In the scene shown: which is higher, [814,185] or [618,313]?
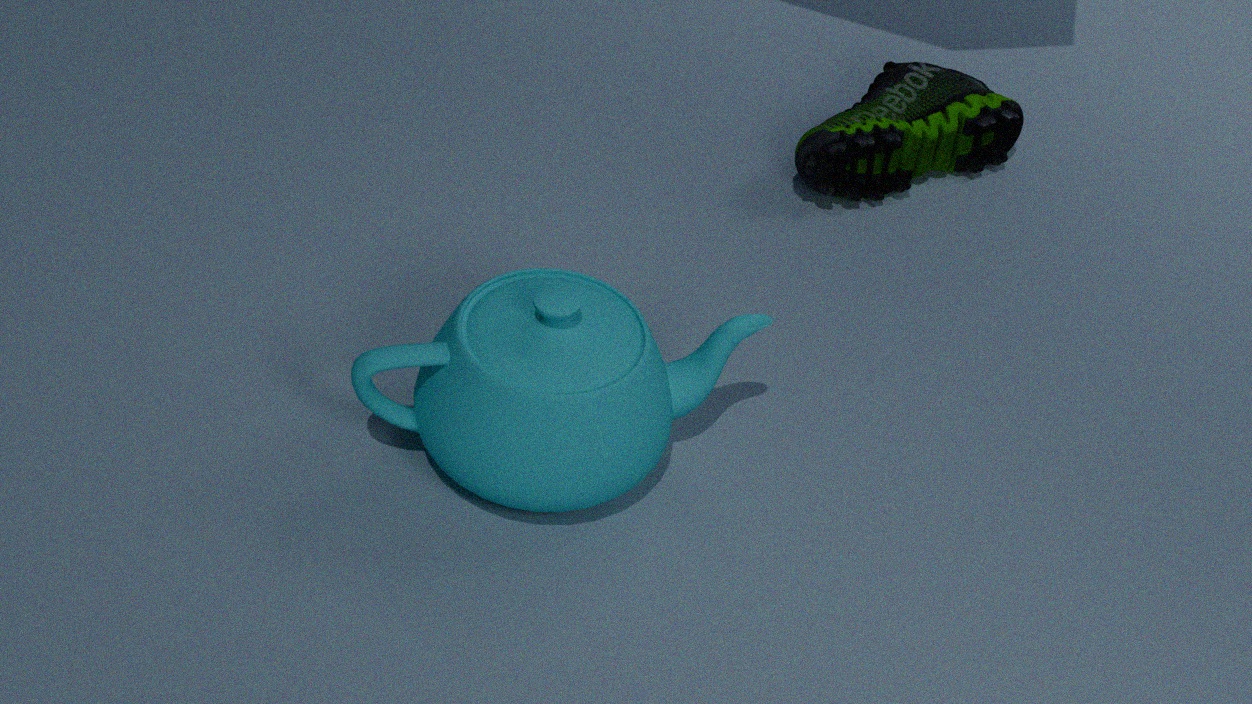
[618,313]
